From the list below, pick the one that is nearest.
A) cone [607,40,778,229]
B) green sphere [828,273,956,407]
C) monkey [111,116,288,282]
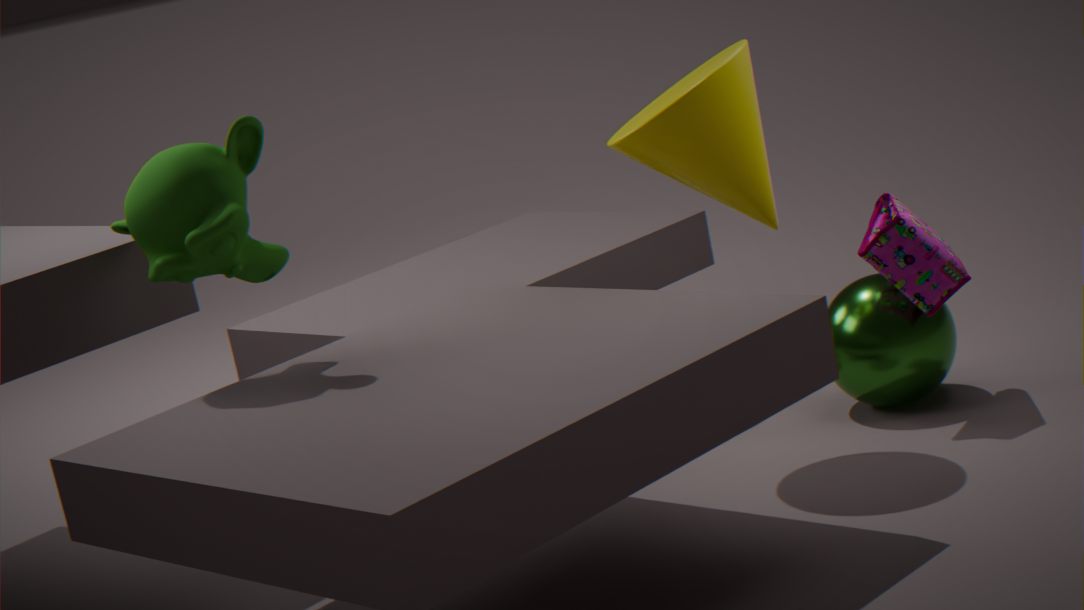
monkey [111,116,288,282]
